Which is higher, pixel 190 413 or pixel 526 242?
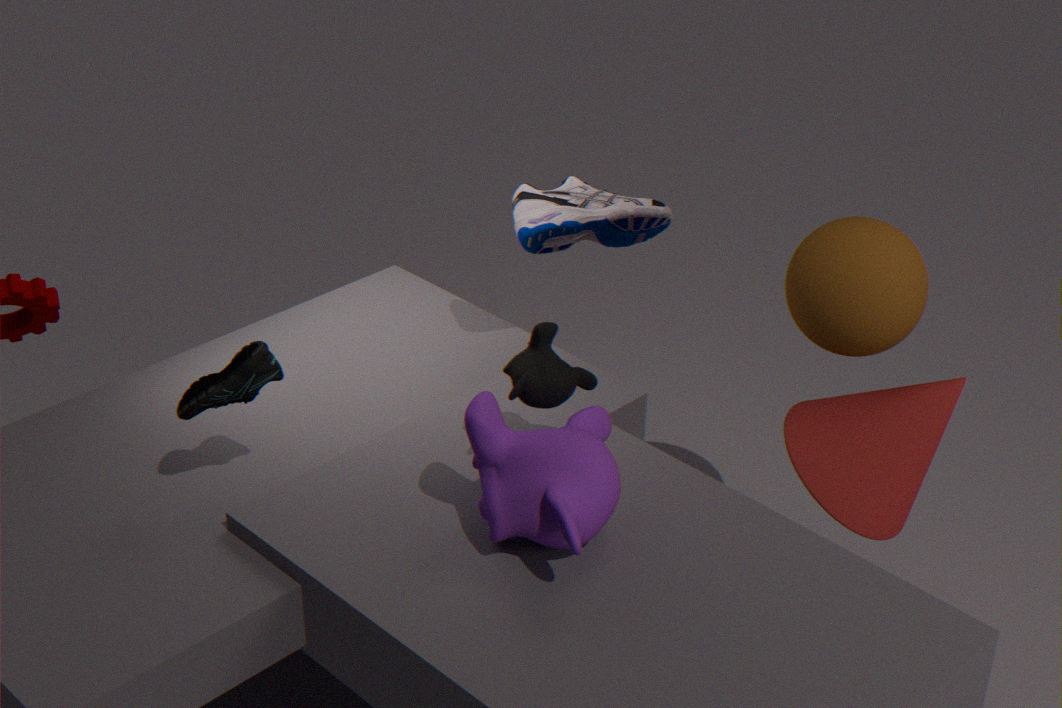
pixel 526 242
